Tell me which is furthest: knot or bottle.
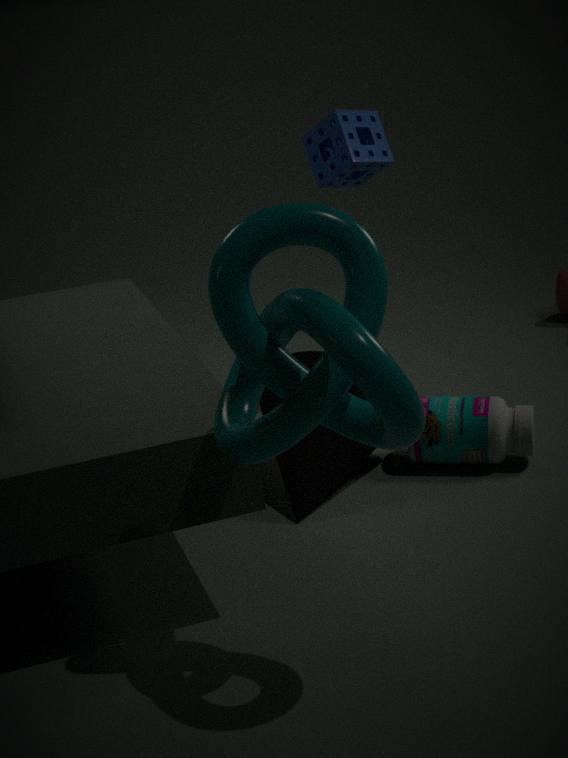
bottle
